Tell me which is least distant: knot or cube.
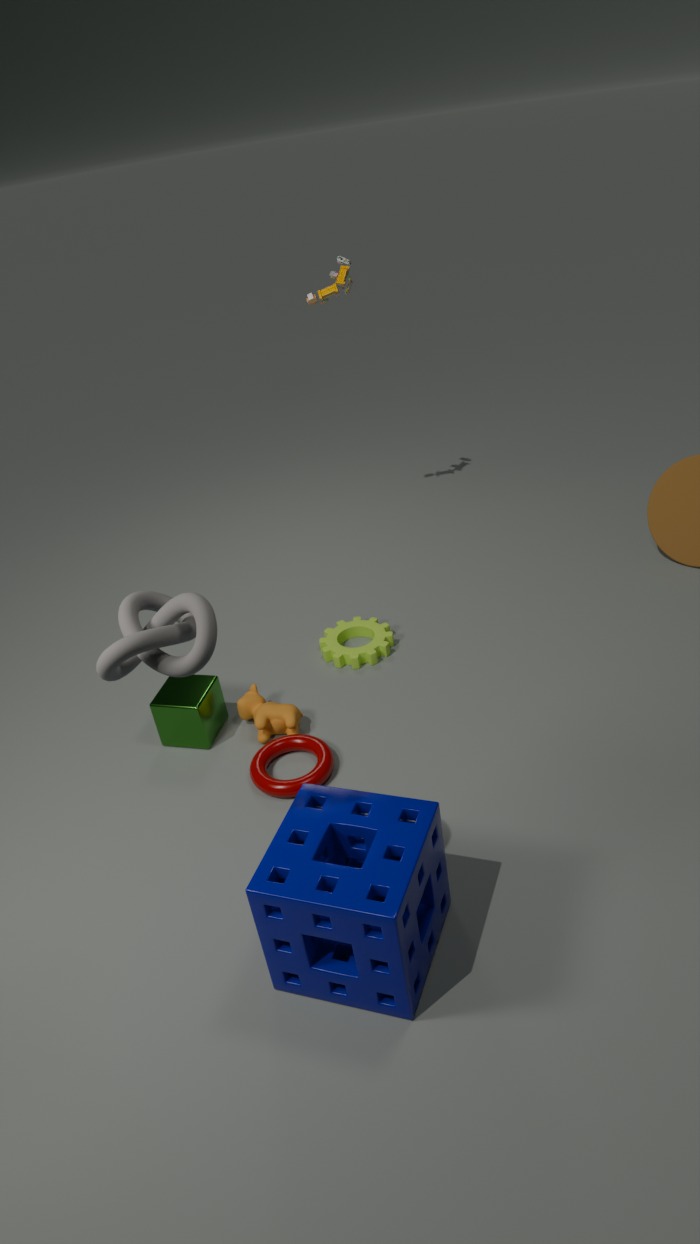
knot
